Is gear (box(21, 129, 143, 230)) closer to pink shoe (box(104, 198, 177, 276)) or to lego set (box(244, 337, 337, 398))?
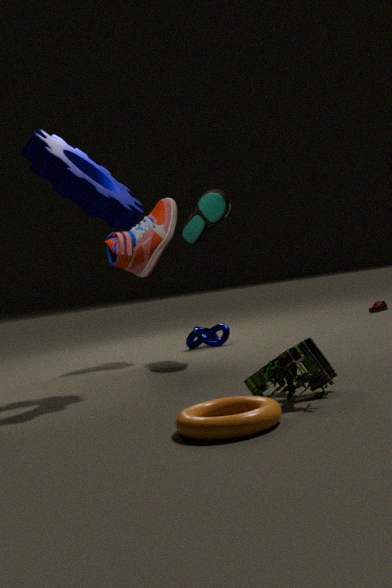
pink shoe (box(104, 198, 177, 276))
